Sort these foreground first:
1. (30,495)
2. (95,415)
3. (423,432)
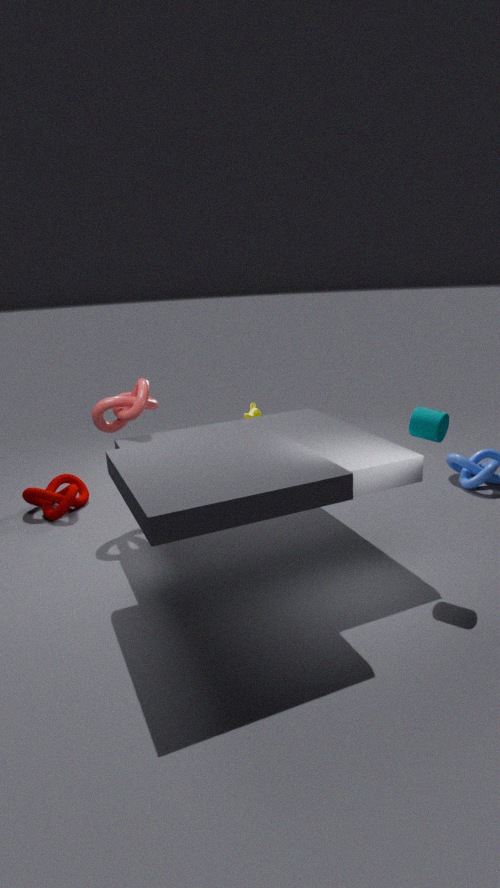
(423,432), (95,415), (30,495)
